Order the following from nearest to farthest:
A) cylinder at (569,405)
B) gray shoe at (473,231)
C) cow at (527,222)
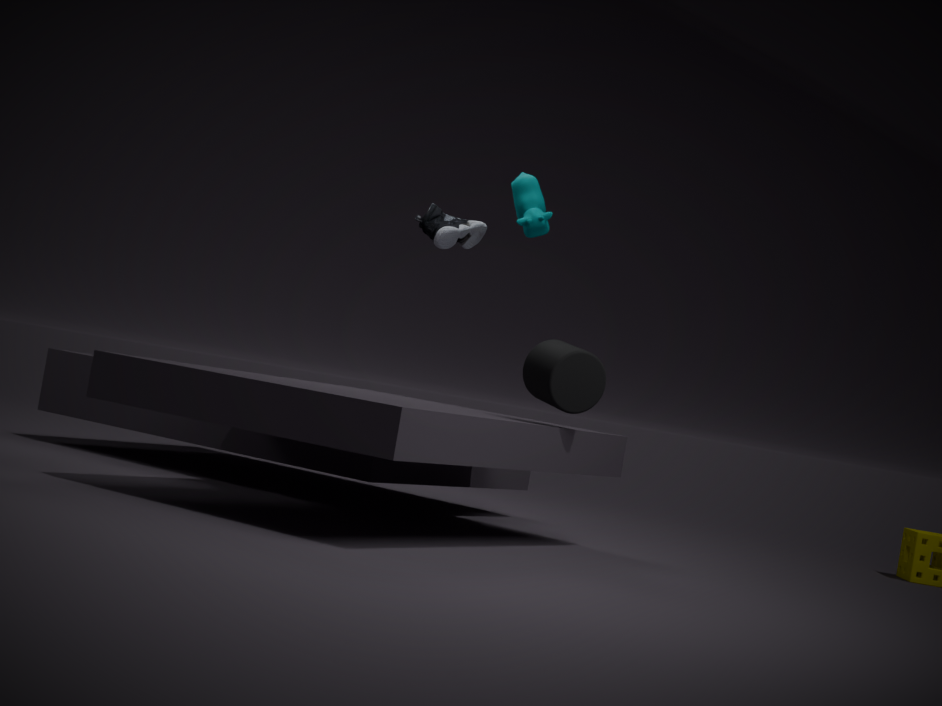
cylinder at (569,405)
cow at (527,222)
gray shoe at (473,231)
